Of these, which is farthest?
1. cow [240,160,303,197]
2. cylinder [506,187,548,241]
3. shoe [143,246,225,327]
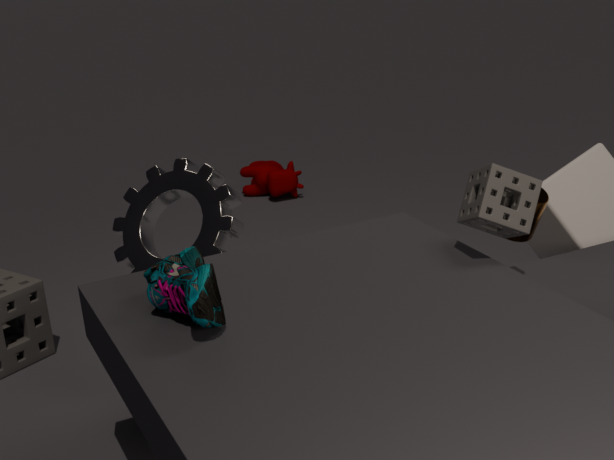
cow [240,160,303,197]
